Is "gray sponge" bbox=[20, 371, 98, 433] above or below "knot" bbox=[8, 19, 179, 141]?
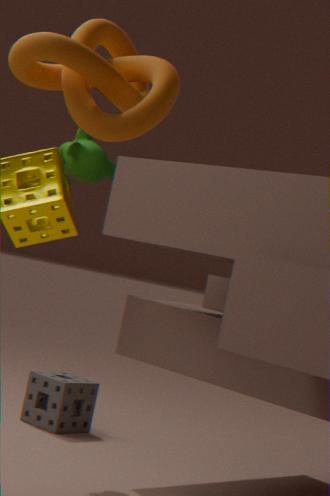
below
